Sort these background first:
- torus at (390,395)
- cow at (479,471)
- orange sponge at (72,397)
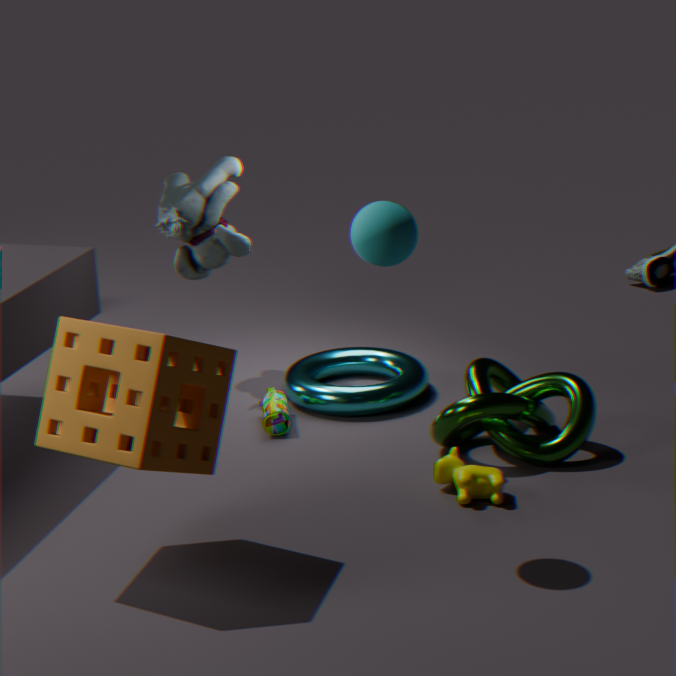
torus at (390,395) < cow at (479,471) < orange sponge at (72,397)
